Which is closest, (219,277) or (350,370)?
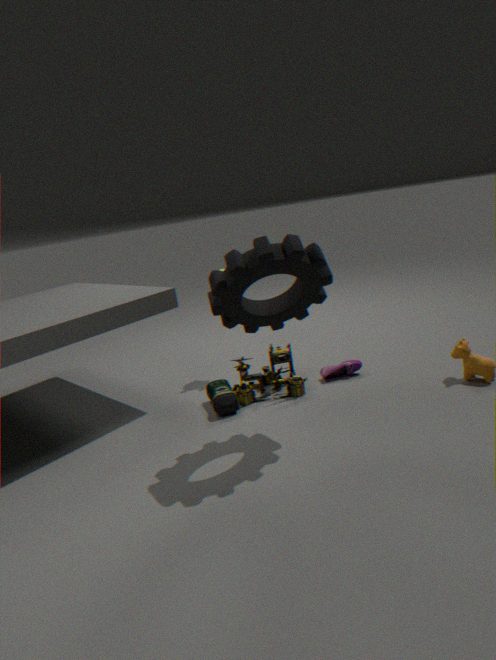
(219,277)
